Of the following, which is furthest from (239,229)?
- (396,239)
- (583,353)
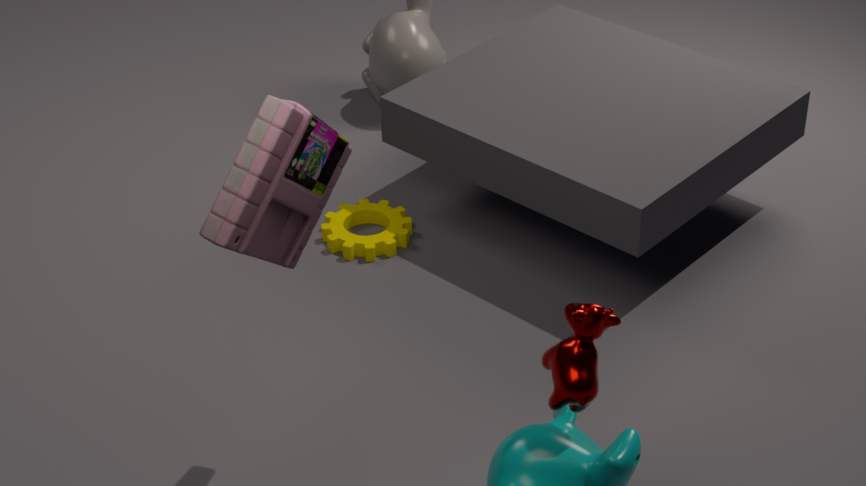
(396,239)
